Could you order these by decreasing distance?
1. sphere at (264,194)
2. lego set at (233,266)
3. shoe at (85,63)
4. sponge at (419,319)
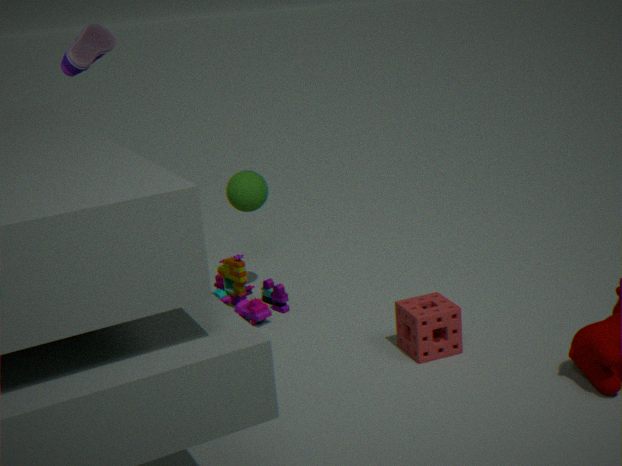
sphere at (264,194), lego set at (233,266), shoe at (85,63), sponge at (419,319)
